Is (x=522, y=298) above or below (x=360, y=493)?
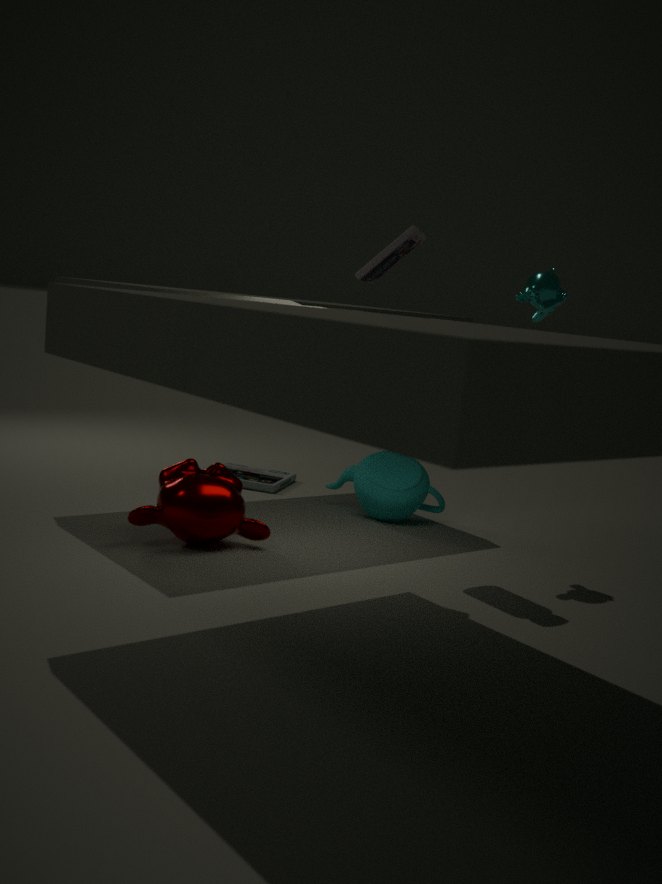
above
